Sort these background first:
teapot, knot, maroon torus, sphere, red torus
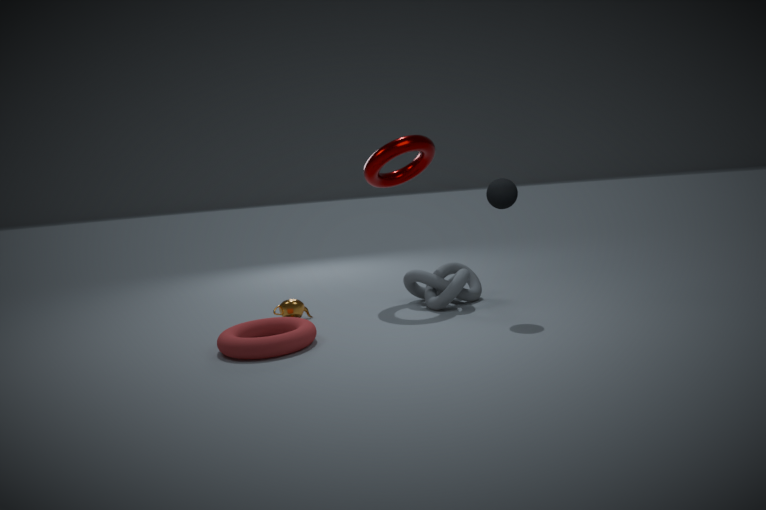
maroon torus, teapot, knot, sphere, red torus
